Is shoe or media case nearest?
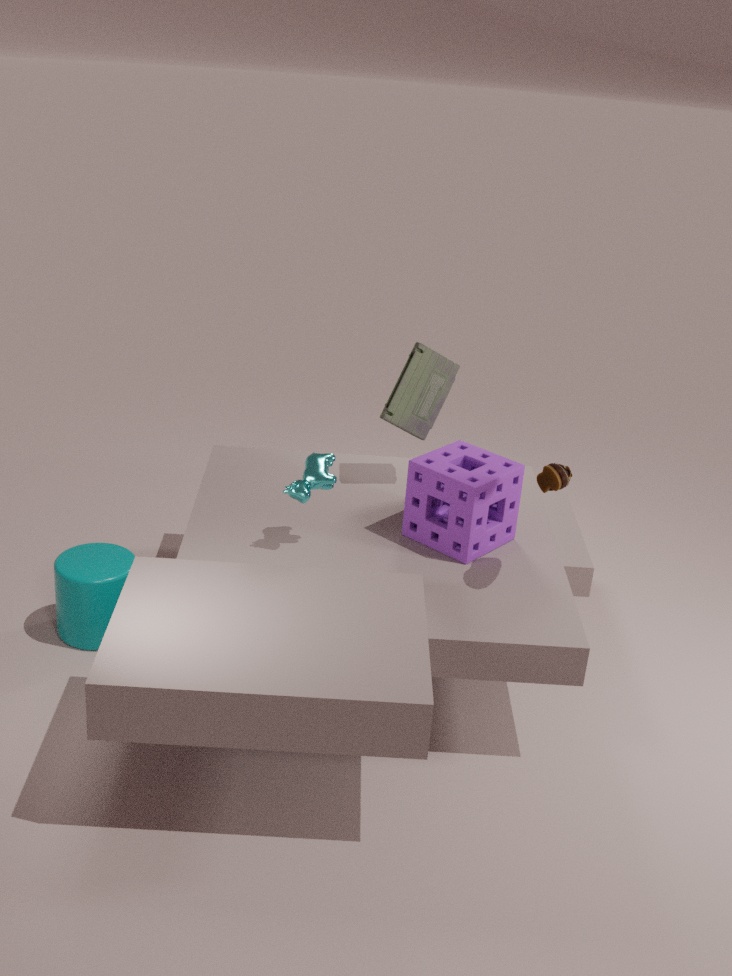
shoe
